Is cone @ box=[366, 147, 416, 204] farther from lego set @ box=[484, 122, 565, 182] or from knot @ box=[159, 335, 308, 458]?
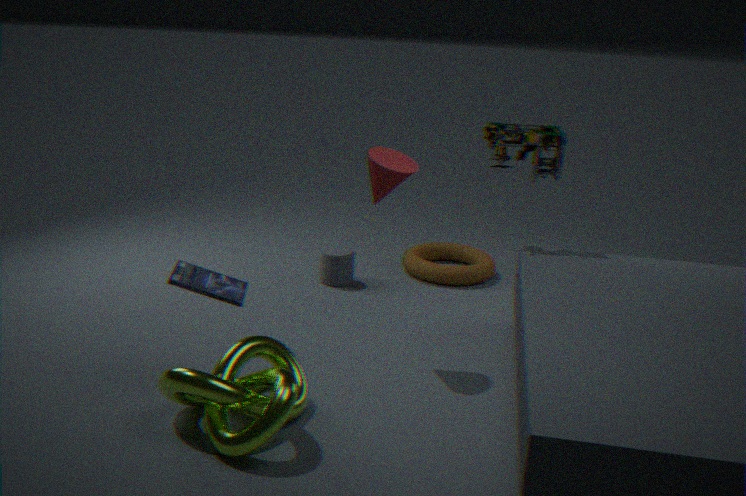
knot @ box=[159, 335, 308, 458]
